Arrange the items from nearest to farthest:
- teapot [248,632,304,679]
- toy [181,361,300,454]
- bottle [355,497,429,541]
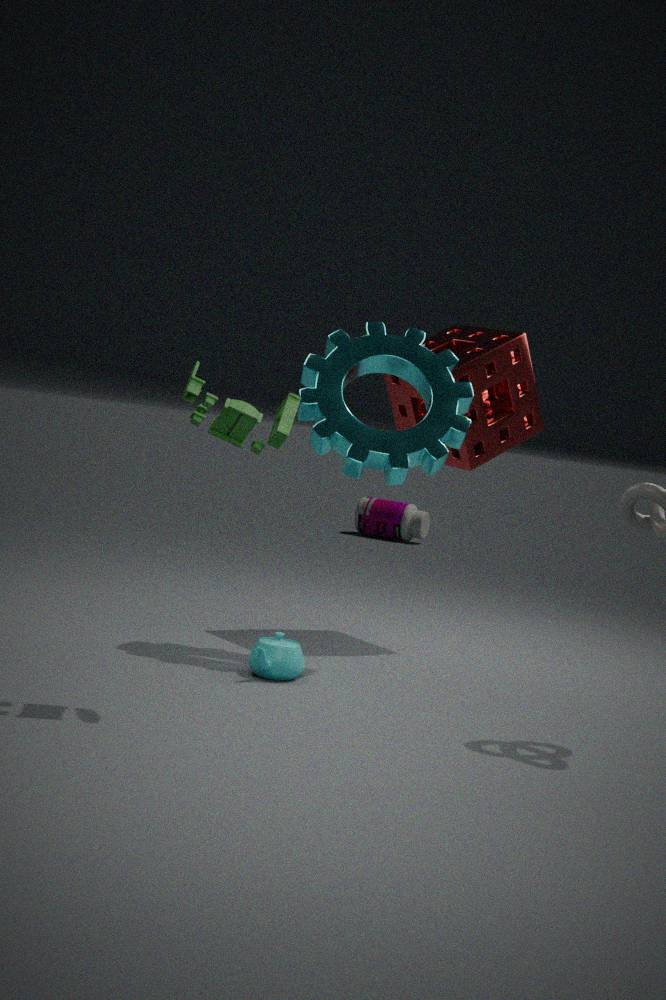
toy [181,361,300,454], teapot [248,632,304,679], bottle [355,497,429,541]
